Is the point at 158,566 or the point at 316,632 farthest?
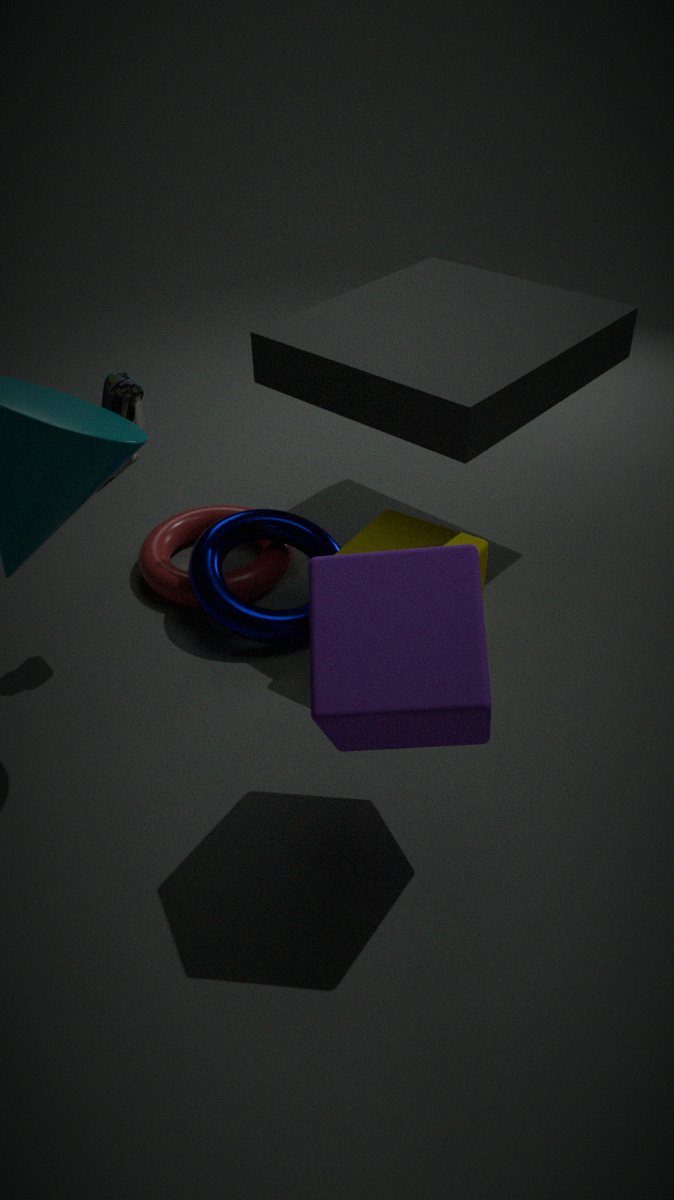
the point at 158,566
